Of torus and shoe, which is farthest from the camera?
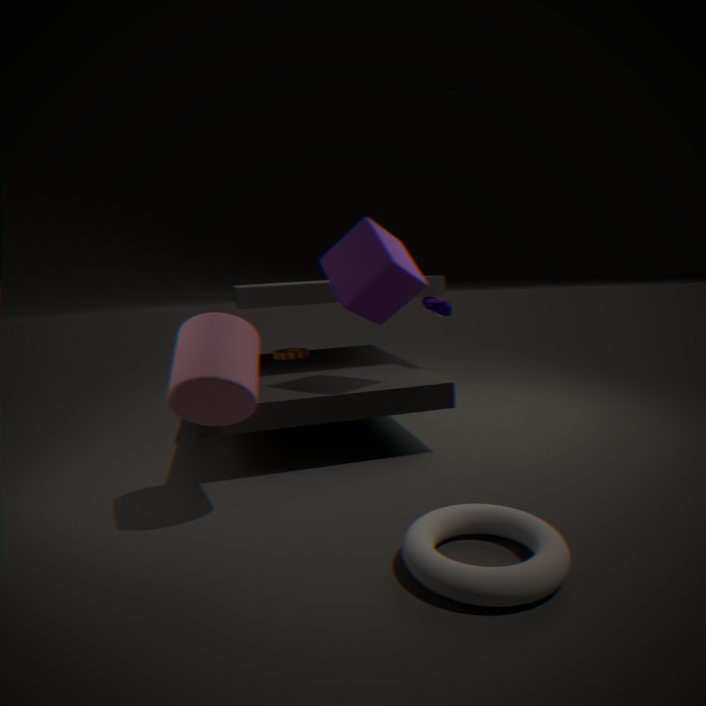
shoe
